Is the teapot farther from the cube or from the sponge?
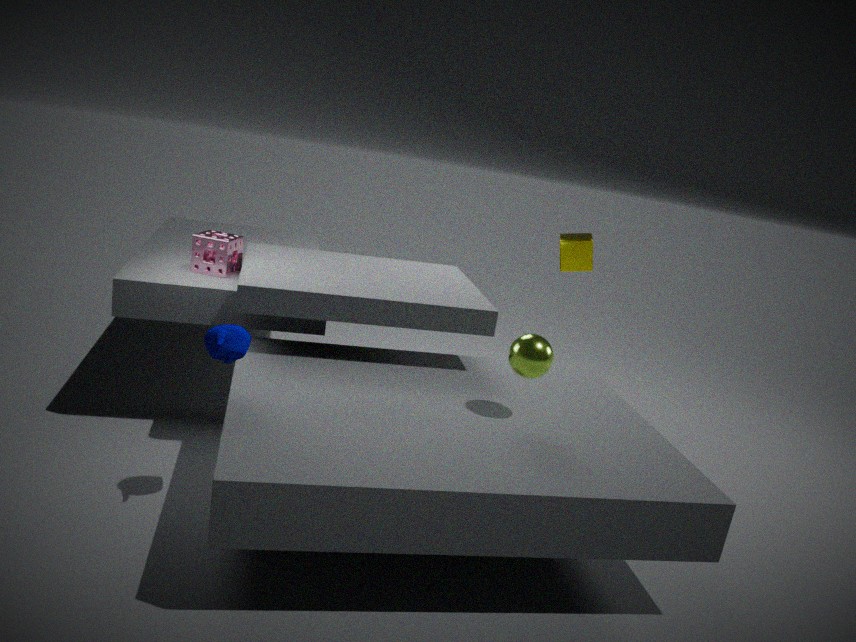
the cube
